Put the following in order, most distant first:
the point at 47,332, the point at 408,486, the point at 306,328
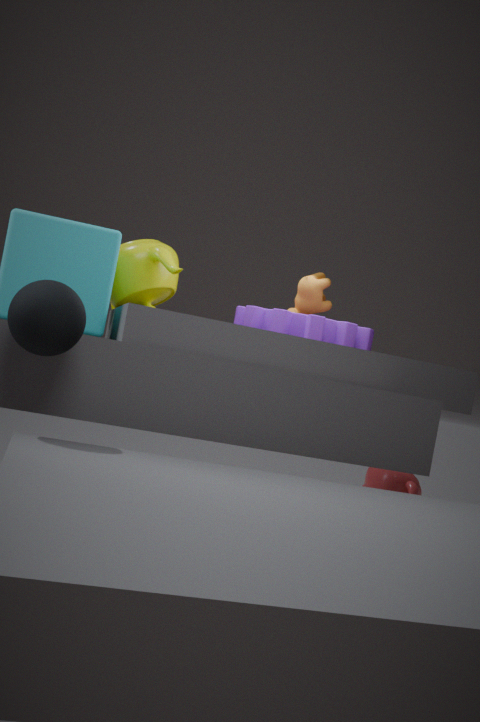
the point at 408,486, the point at 306,328, the point at 47,332
